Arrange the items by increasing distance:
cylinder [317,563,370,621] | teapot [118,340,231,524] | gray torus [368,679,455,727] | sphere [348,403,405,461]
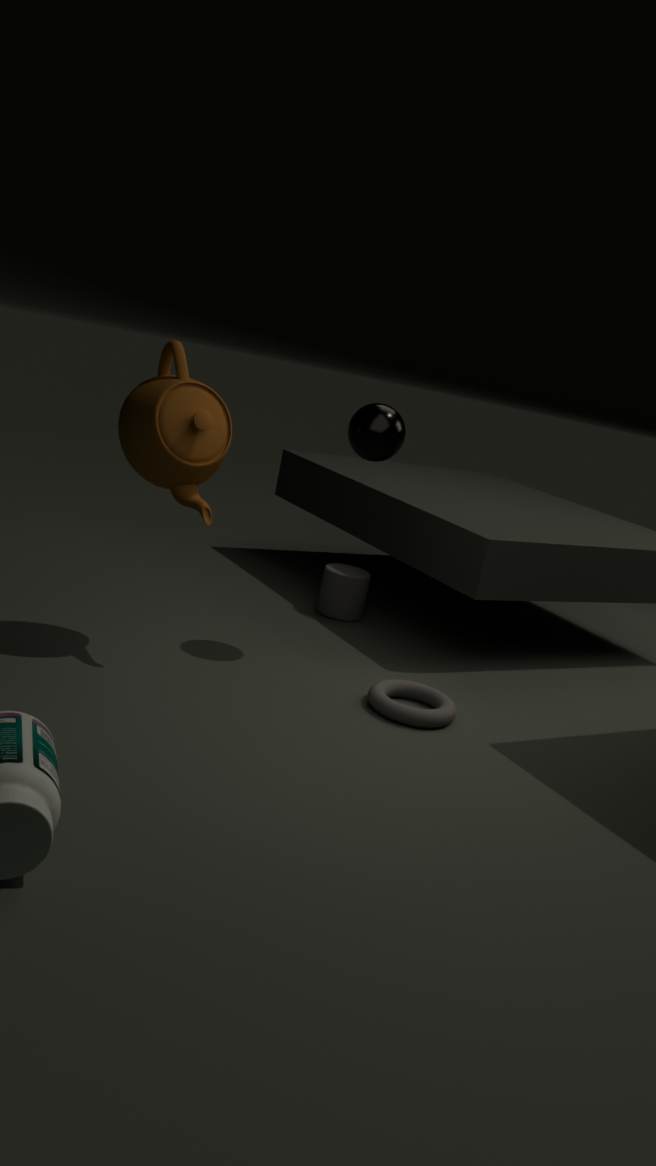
teapot [118,340,231,524] → gray torus [368,679,455,727] → sphere [348,403,405,461] → cylinder [317,563,370,621]
